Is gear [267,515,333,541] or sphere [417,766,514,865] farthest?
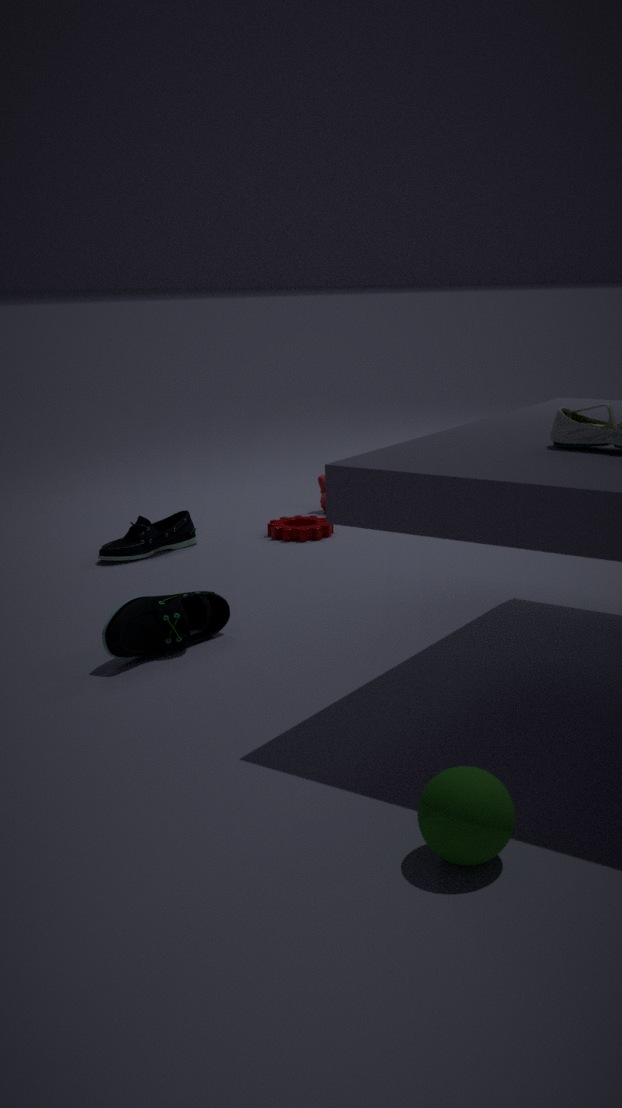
gear [267,515,333,541]
